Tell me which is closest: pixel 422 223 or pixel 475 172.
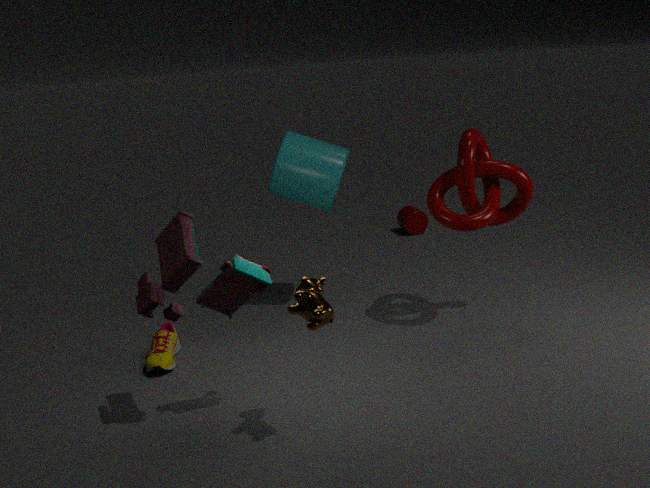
pixel 475 172
